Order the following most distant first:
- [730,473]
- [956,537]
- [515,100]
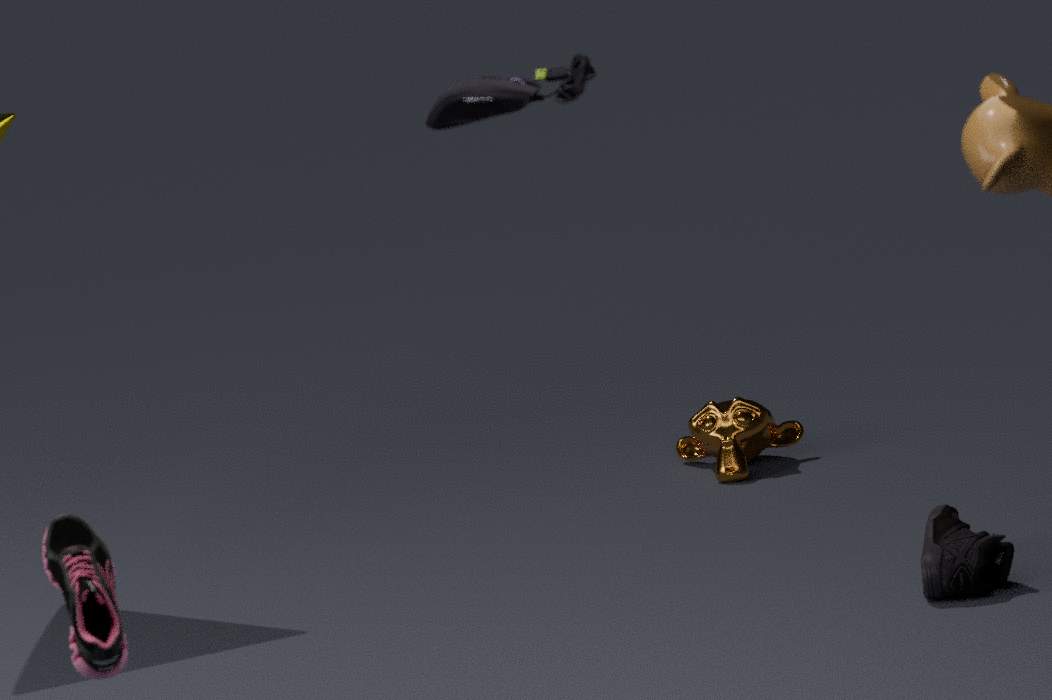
[730,473] < [956,537] < [515,100]
